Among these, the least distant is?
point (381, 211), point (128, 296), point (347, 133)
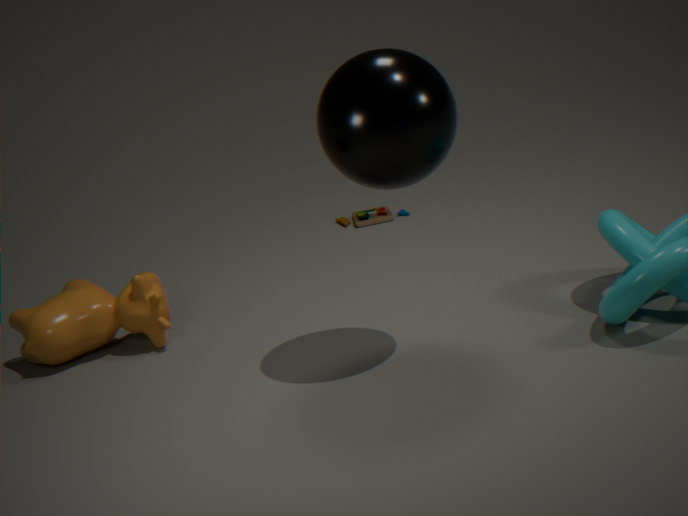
point (347, 133)
